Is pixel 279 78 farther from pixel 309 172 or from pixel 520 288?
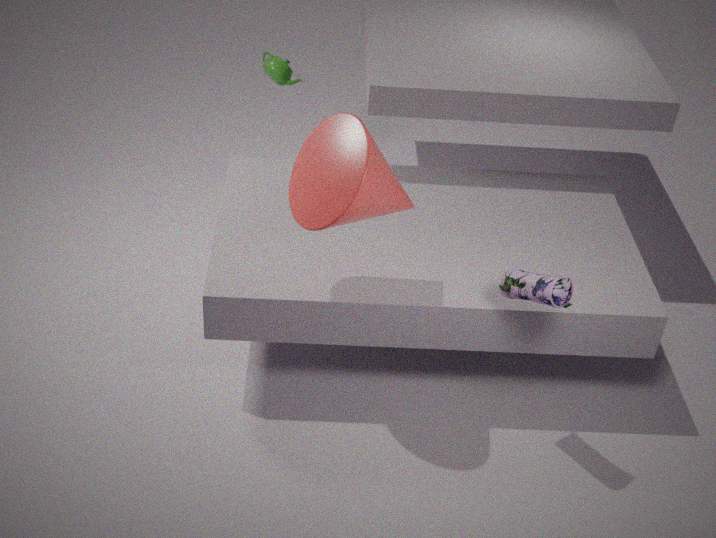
pixel 520 288
